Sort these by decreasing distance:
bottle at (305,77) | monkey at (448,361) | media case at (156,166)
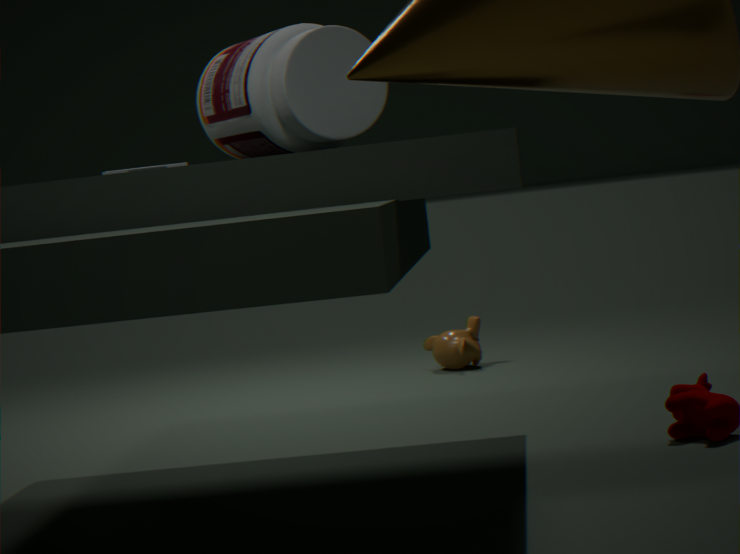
monkey at (448,361) → media case at (156,166) → bottle at (305,77)
